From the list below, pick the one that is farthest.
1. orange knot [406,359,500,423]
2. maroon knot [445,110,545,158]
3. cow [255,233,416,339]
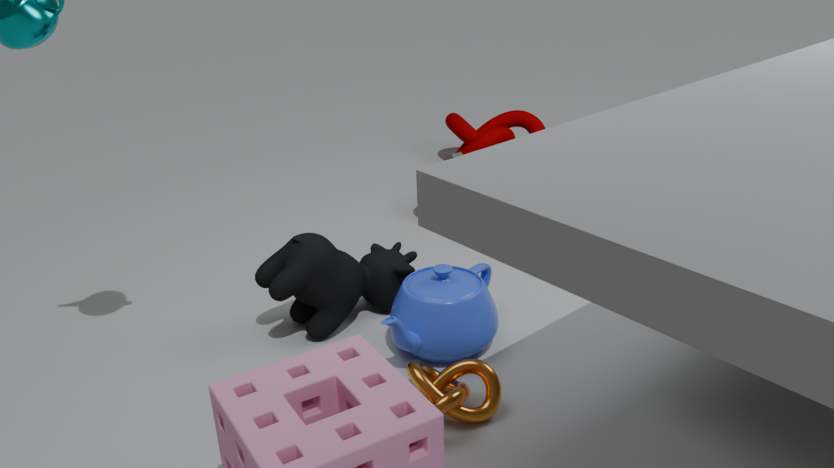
maroon knot [445,110,545,158]
